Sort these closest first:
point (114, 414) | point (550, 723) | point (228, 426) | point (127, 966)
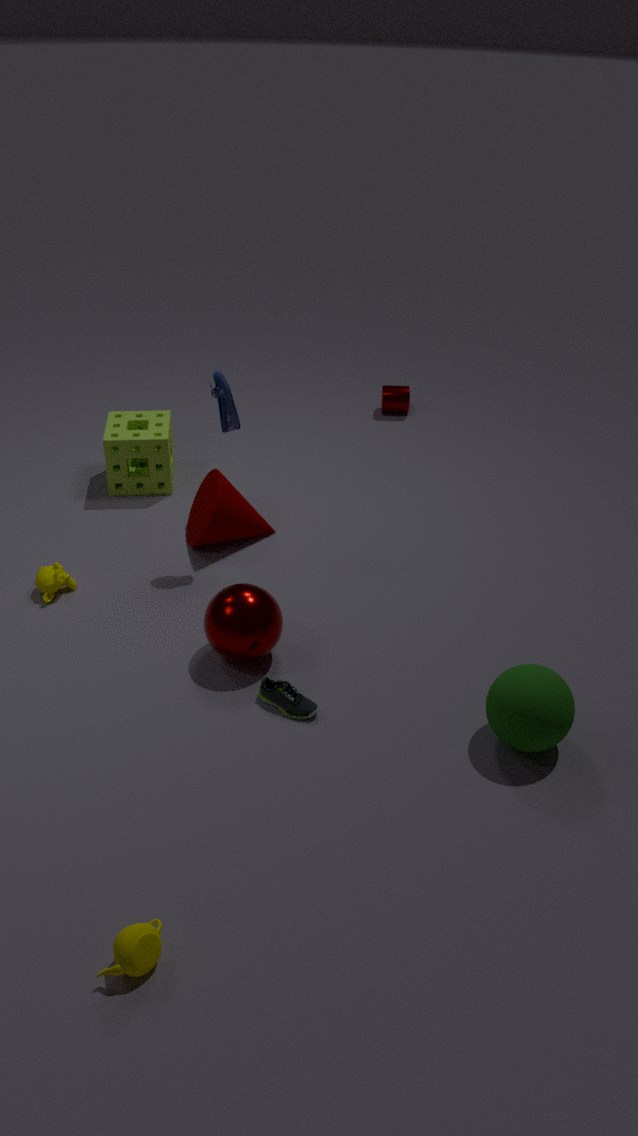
point (127, 966) → point (550, 723) → point (228, 426) → point (114, 414)
